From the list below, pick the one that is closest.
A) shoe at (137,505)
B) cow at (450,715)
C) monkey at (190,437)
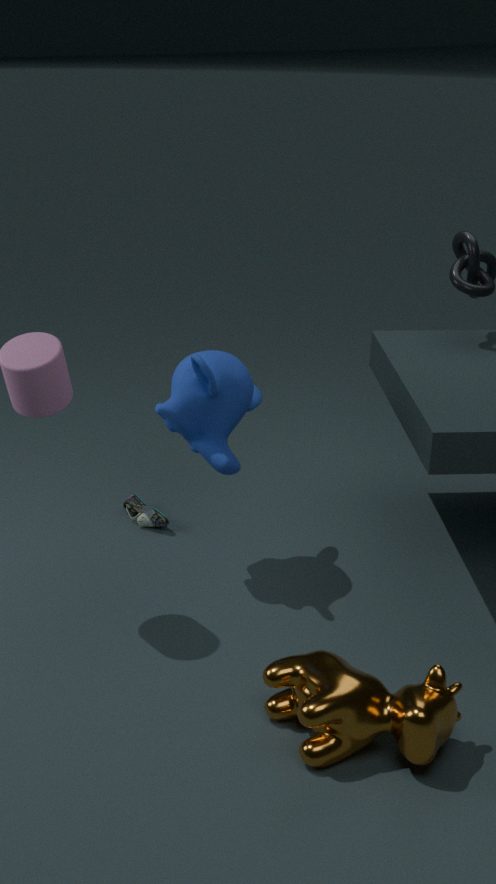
cow at (450,715)
